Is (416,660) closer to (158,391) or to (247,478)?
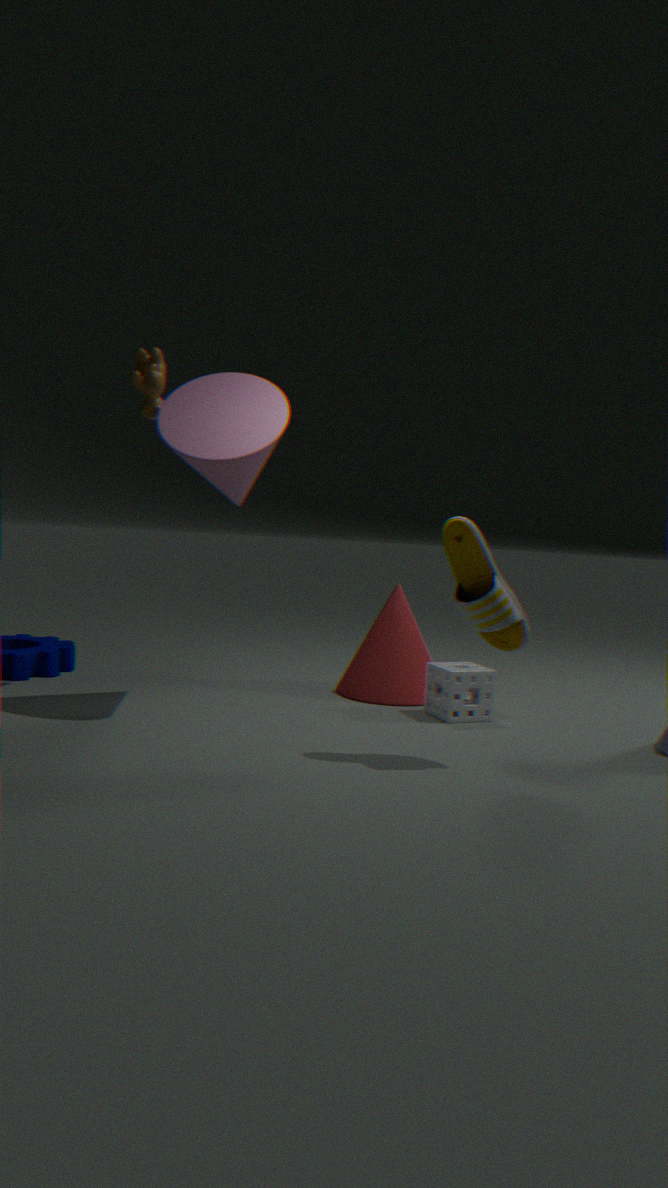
(247,478)
